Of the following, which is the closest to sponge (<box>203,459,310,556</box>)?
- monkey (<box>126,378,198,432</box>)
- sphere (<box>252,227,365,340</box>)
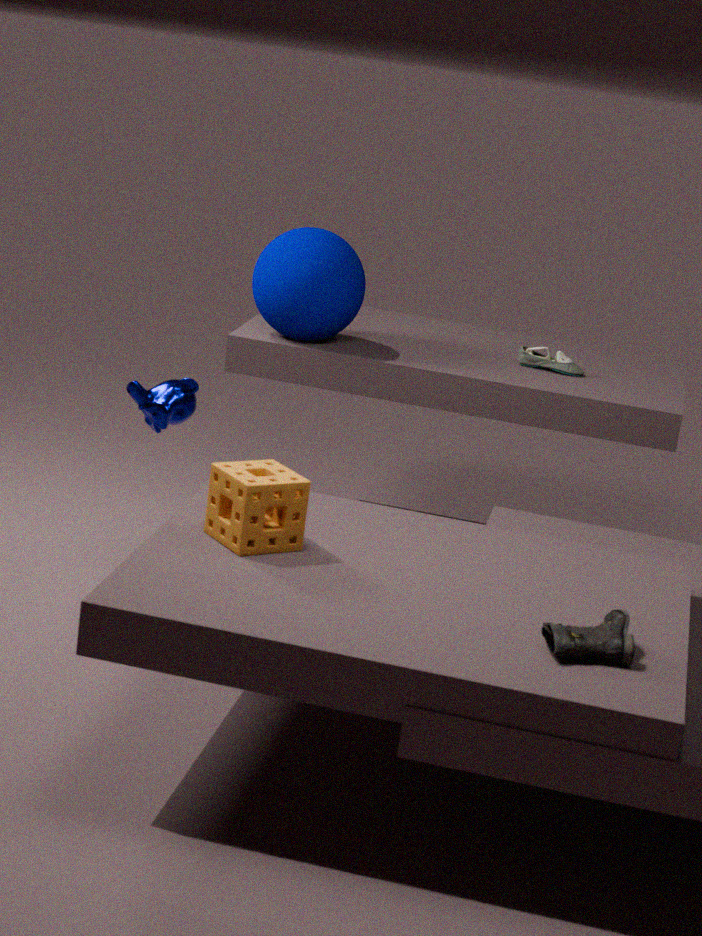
monkey (<box>126,378,198,432</box>)
